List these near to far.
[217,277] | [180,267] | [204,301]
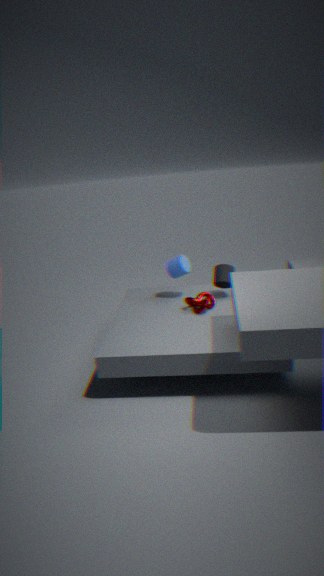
[204,301] → [217,277] → [180,267]
